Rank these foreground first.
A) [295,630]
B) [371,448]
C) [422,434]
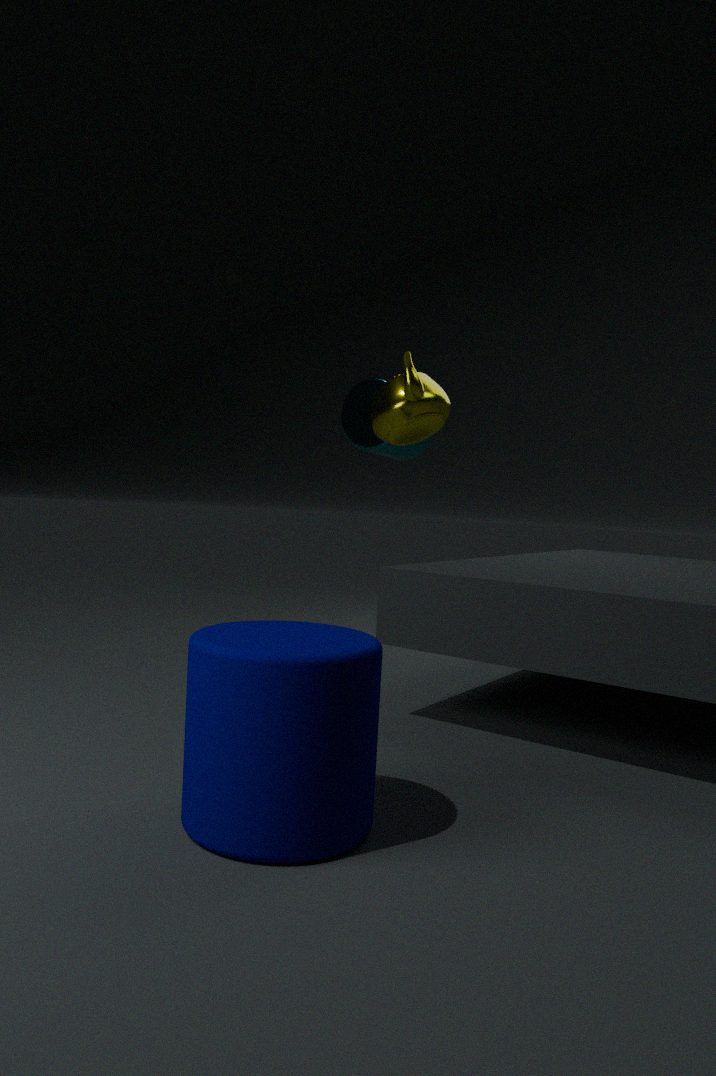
1. [295,630]
2. [422,434]
3. [371,448]
